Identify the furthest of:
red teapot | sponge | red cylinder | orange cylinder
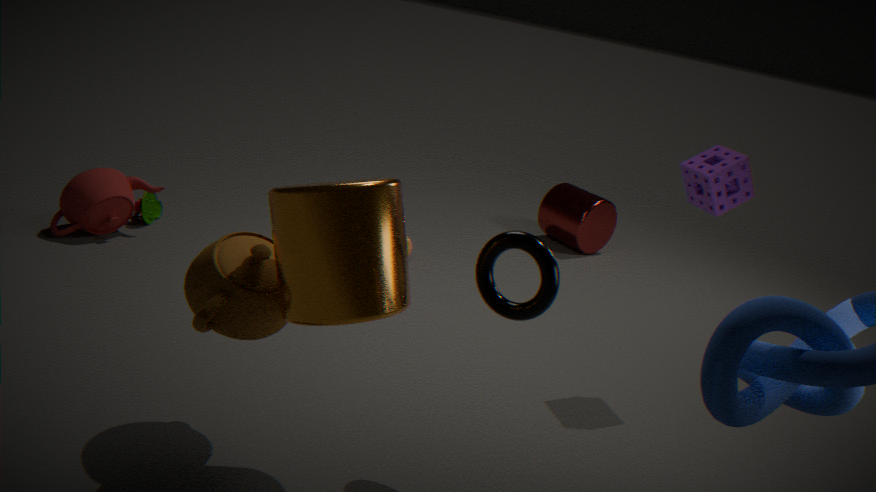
red cylinder
